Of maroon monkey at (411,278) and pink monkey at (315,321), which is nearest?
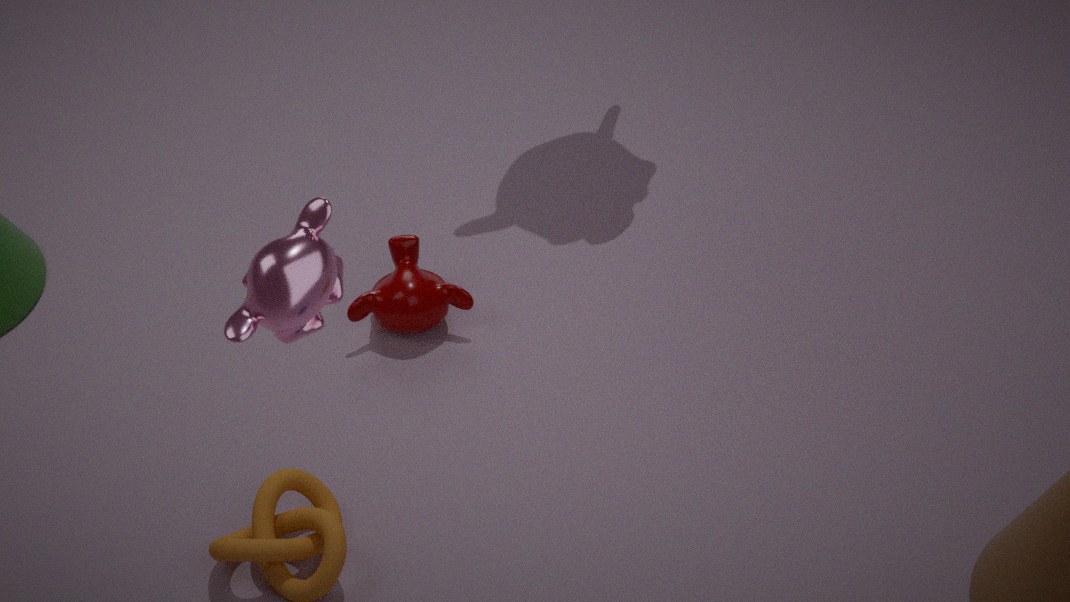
pink monkey at (315,321)
